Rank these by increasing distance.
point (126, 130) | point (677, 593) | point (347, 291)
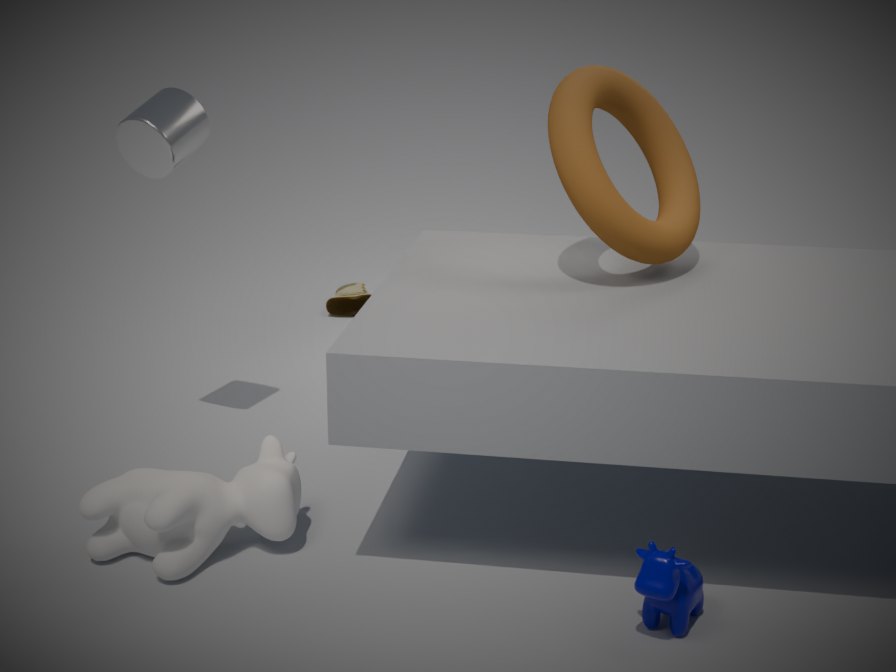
point (677, 593)
point (126, 130)
point (347, 291)
